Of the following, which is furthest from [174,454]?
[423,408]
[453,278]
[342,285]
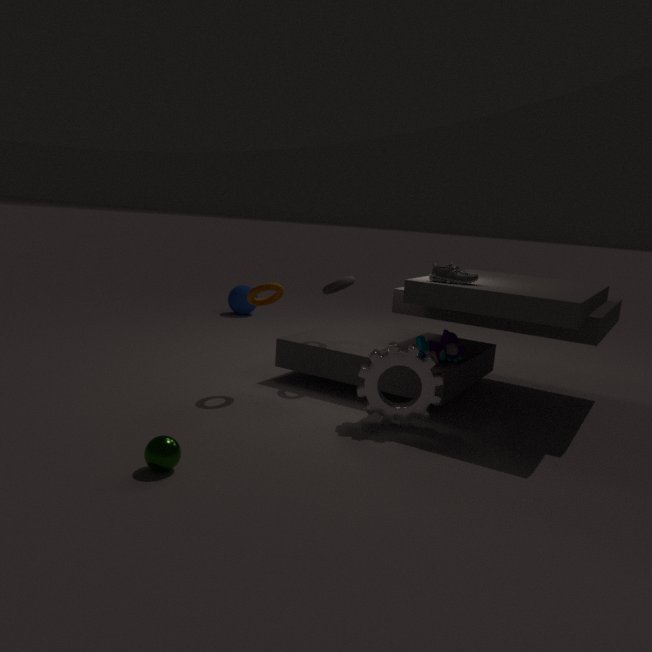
[453,278]
